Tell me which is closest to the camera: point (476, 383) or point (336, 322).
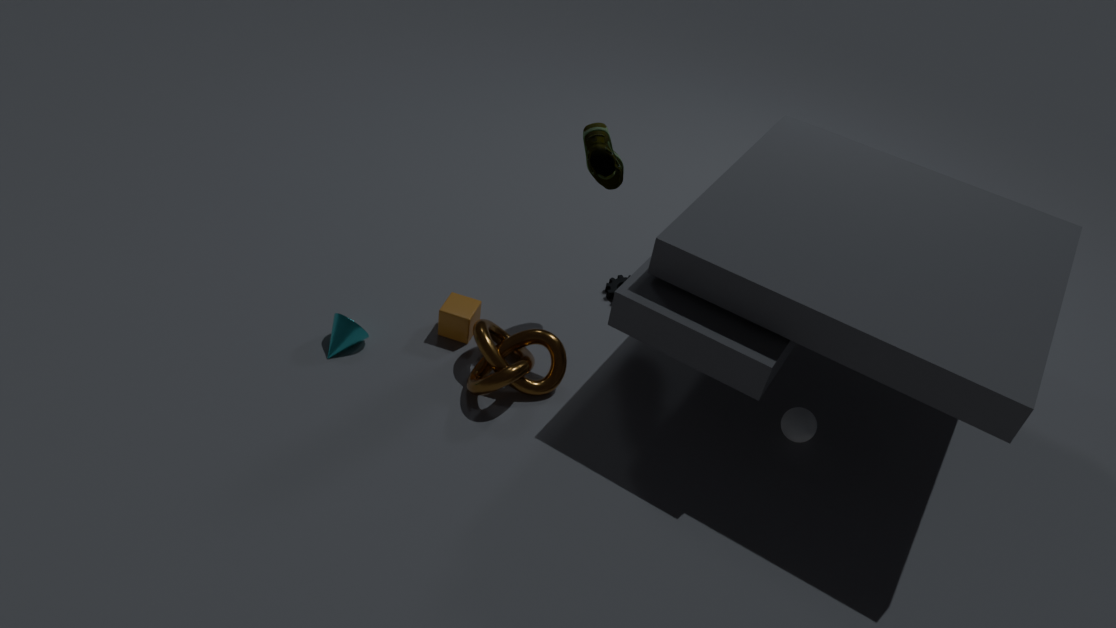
point (476, 383)
